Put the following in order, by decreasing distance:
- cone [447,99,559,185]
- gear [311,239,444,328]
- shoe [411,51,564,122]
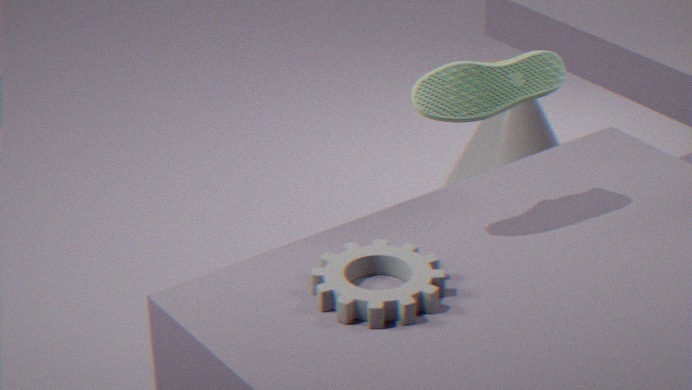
1. cone [447,99,559,185]
2. shoe [411,51,564,122]
3. gear [311,239,444,328]
